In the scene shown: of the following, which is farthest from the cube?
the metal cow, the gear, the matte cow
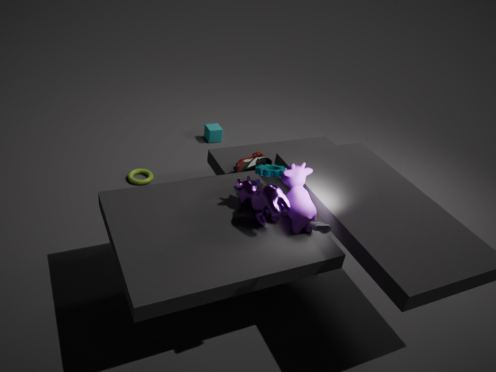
the matte cow
